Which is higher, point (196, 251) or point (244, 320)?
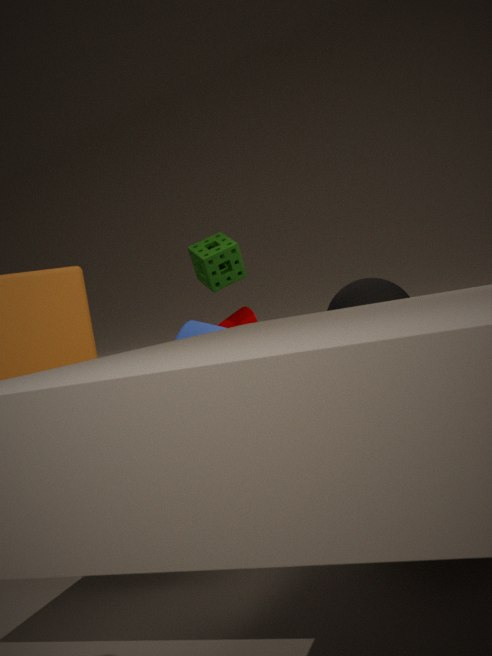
point (196, 251)
